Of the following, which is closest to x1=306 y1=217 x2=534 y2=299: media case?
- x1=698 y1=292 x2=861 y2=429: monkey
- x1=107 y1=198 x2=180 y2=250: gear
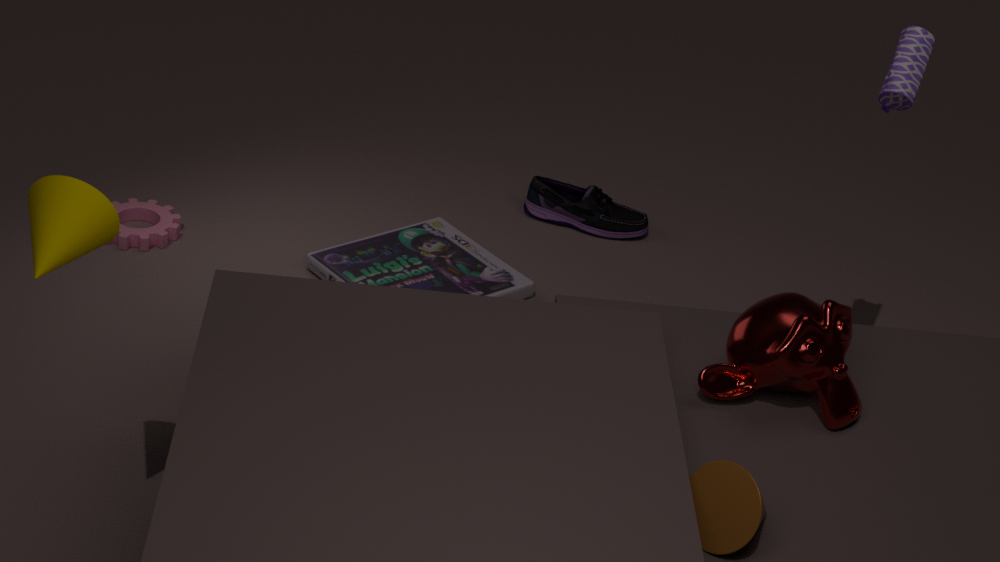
x1=107 y1=198 x2=180 y2=250: gear
